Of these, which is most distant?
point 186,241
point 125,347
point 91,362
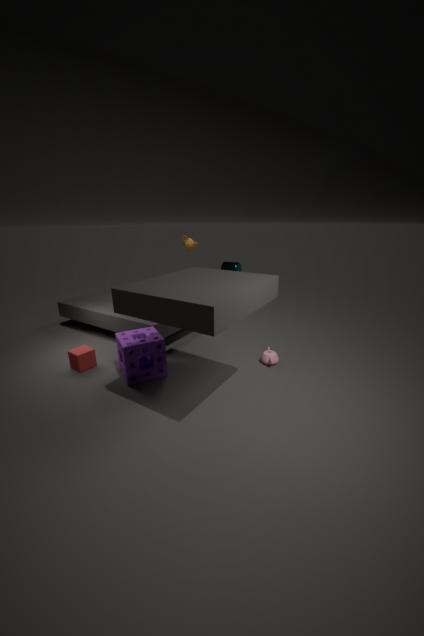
point 186,241
